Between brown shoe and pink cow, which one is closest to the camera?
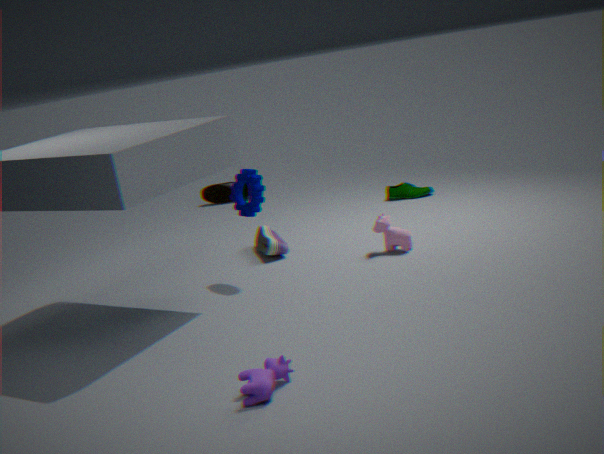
pink cow
